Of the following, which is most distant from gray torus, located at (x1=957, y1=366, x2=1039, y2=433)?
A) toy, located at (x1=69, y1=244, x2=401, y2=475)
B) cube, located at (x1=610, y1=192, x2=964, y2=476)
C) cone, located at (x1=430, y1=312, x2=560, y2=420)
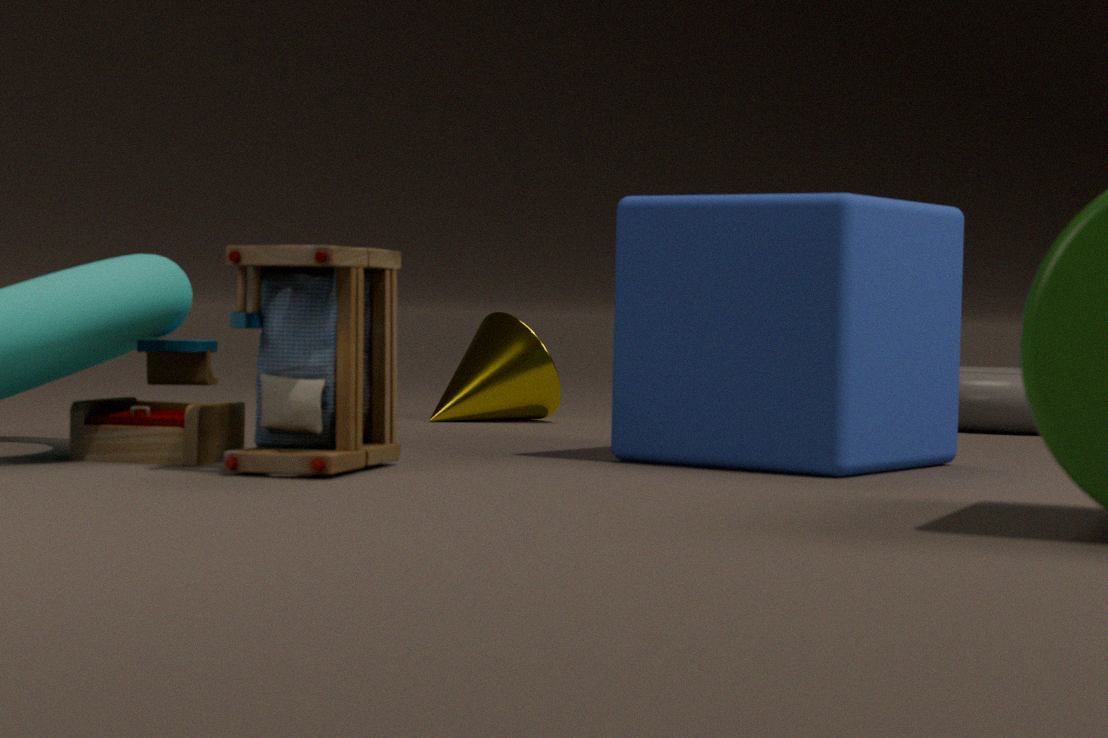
toy, located at (x1=69, y1=244, x2=401, y2=475)
